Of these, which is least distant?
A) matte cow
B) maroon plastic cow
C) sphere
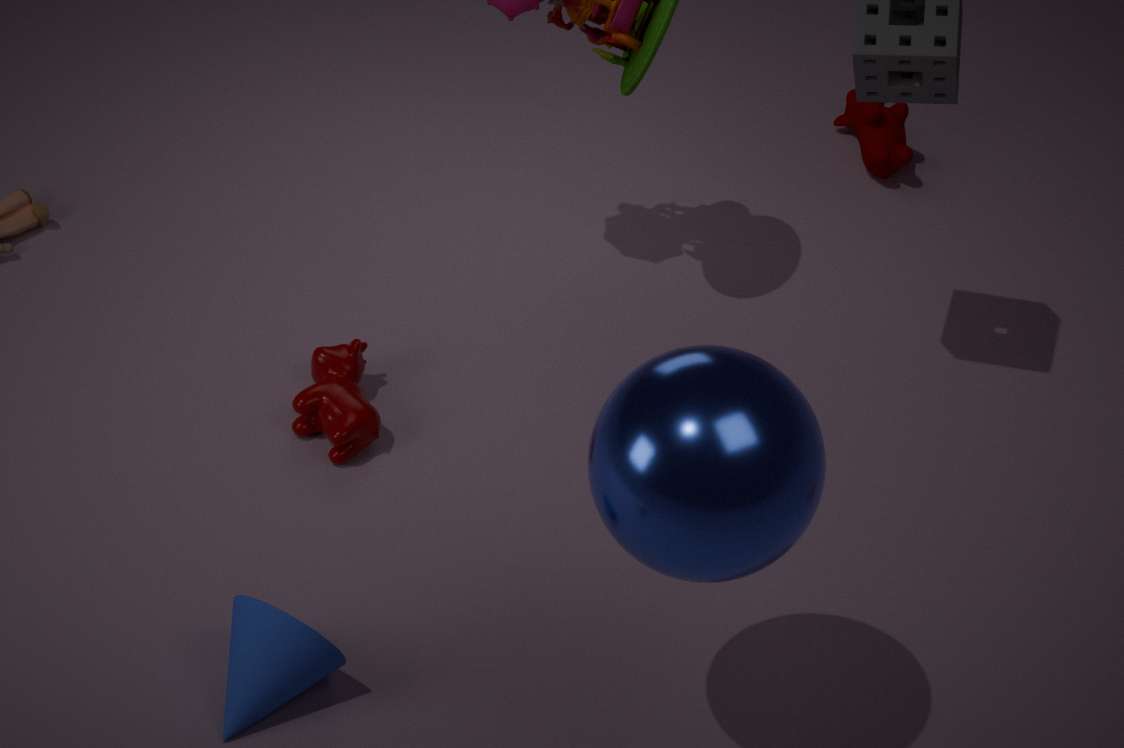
sphere
